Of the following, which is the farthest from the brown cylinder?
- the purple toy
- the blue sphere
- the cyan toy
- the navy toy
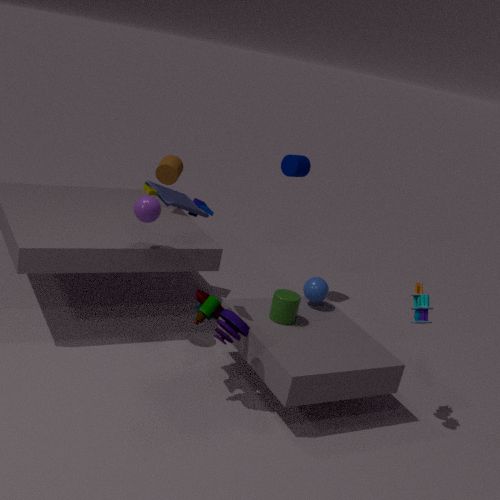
the cyan toy
